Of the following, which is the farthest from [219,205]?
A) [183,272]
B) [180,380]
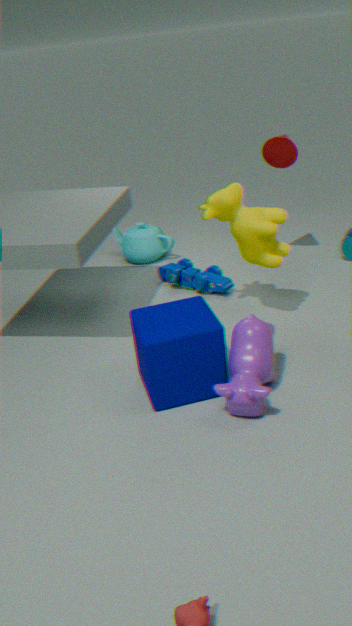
[180,380]
